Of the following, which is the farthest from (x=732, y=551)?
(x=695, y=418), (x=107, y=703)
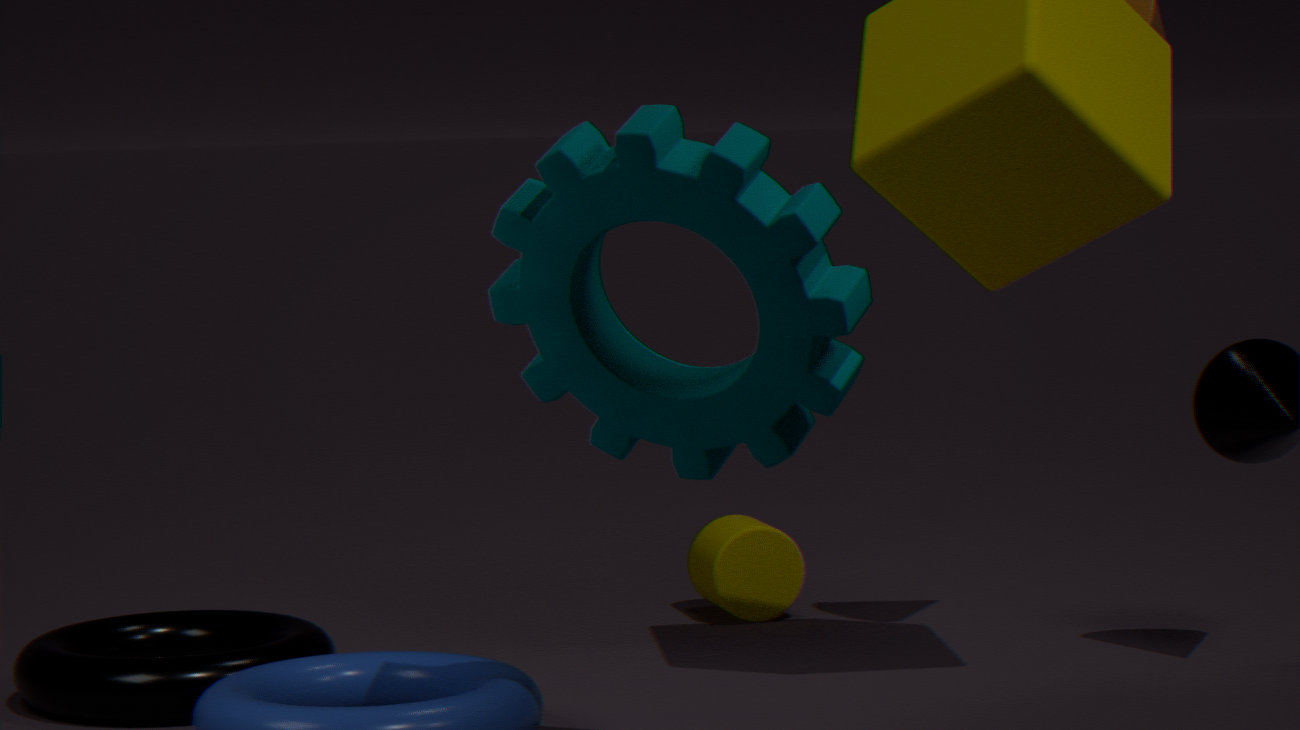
(x=695, y=418)
